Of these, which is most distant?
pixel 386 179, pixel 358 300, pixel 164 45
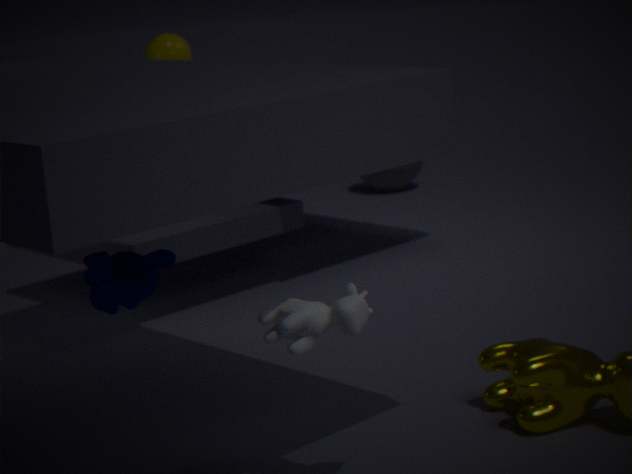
pixel 386 179
